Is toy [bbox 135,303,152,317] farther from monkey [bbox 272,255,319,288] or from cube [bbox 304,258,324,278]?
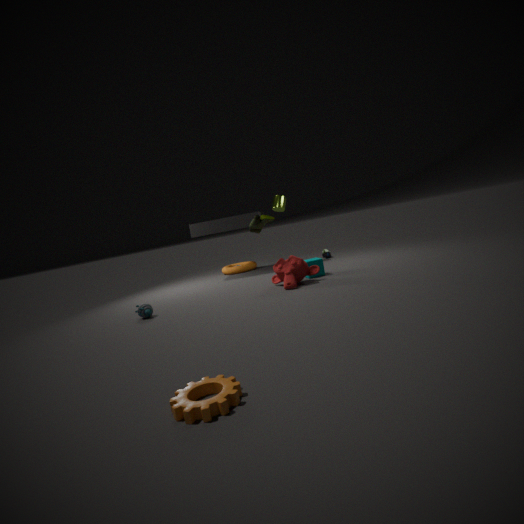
cube [bbox 304,258,324,278]
